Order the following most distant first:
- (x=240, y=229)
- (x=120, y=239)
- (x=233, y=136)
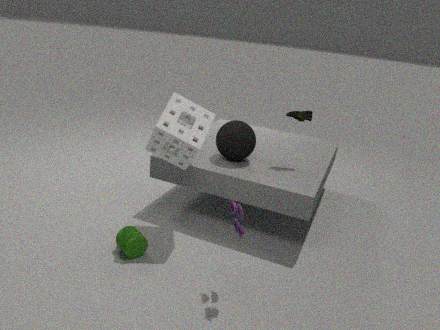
(x=233, y=136), (x=120, y=239), (x=240, y=229)
